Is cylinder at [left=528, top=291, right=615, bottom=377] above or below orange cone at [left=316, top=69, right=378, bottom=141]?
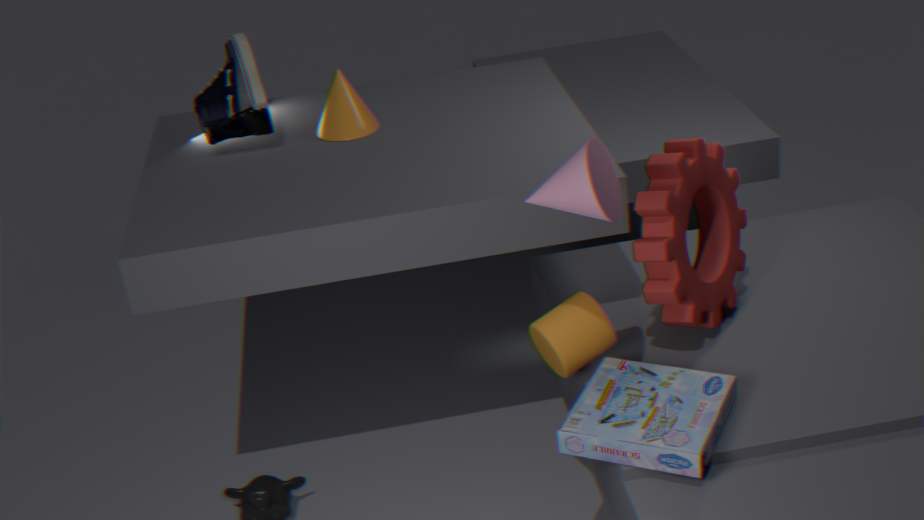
below
